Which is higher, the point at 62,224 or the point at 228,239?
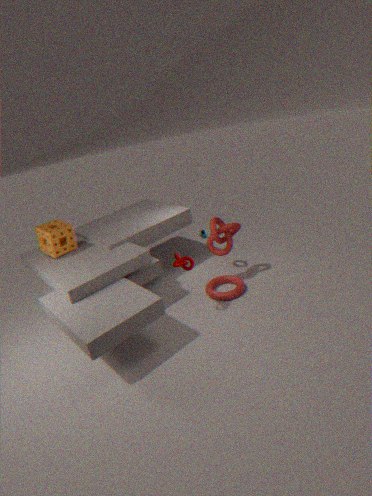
the point at 62,224
